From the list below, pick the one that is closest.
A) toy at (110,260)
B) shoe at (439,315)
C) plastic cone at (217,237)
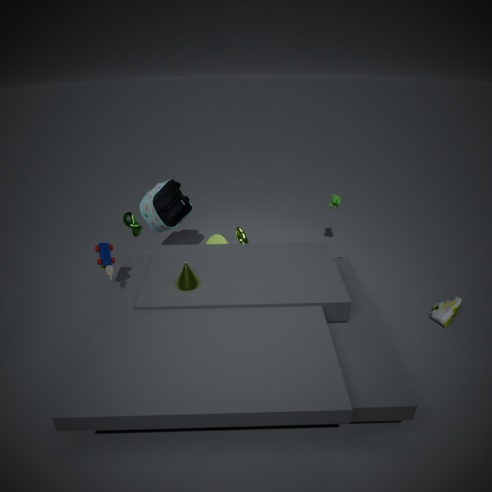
toy at (110,260)
